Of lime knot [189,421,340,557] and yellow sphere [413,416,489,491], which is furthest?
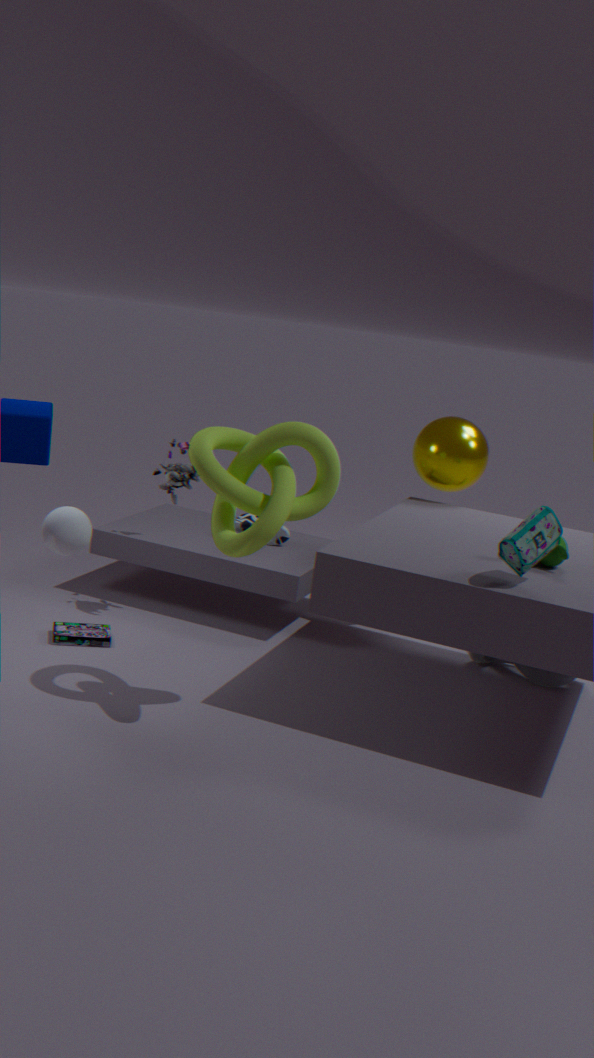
yellow sphere [413,416,489,491]
